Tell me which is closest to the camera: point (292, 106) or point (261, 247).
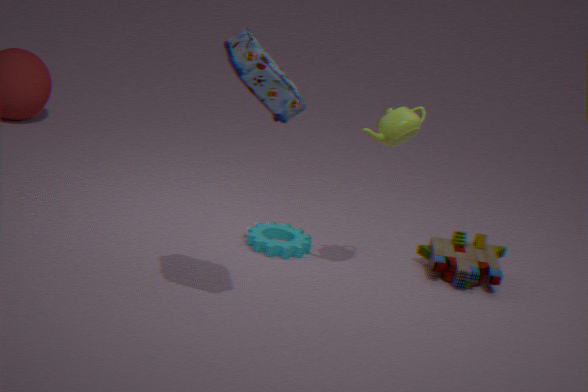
point (292, 106)
